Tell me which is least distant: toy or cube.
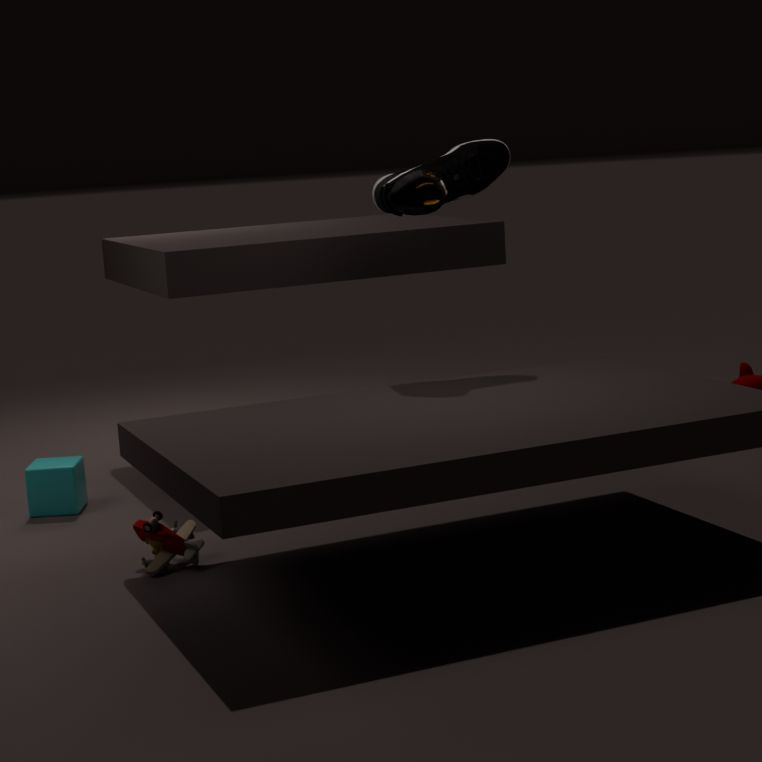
toy
